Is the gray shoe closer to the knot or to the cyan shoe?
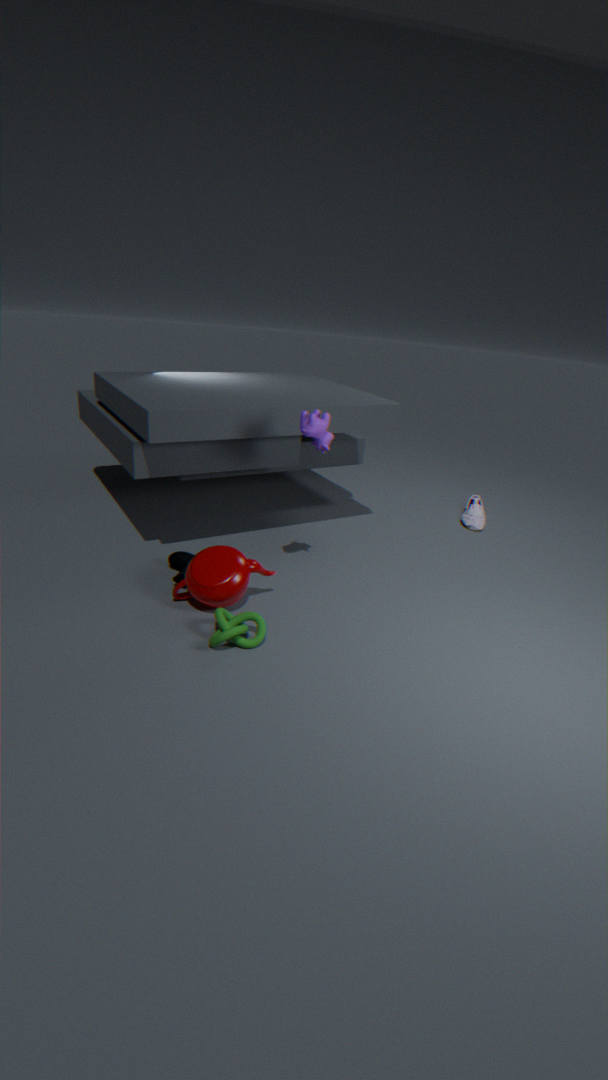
the cyan shoe
